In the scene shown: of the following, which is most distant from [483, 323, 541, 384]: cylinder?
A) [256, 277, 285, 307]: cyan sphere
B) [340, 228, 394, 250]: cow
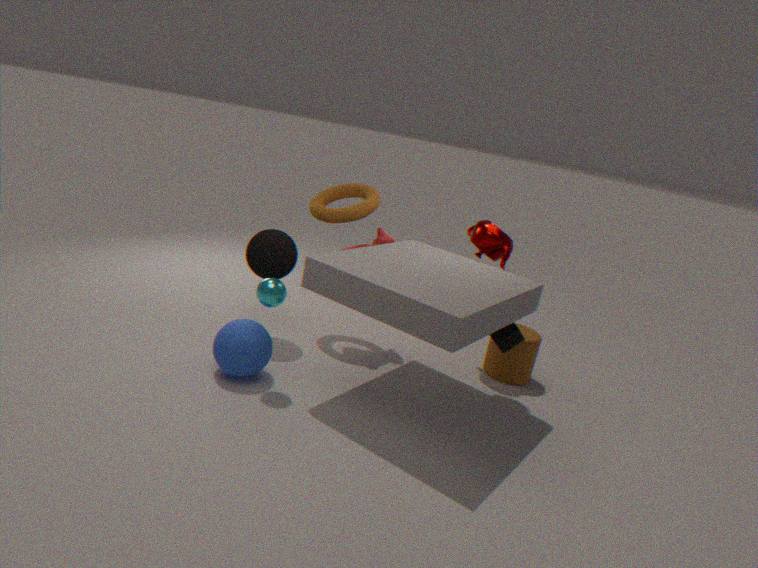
[256, 277, 285, 307]: cyan sphere
